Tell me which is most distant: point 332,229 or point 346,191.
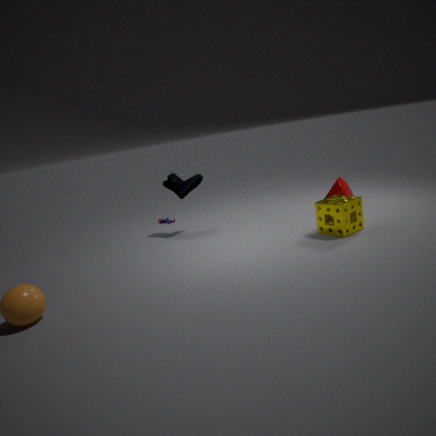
point 346,191
